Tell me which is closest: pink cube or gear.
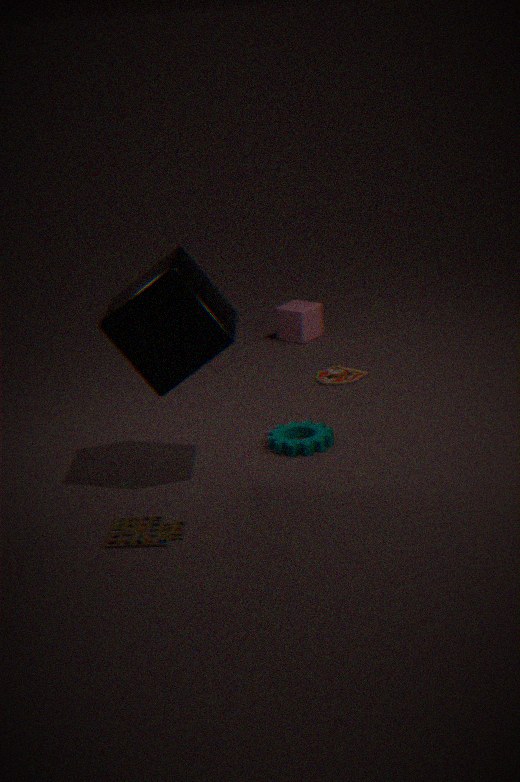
gear
